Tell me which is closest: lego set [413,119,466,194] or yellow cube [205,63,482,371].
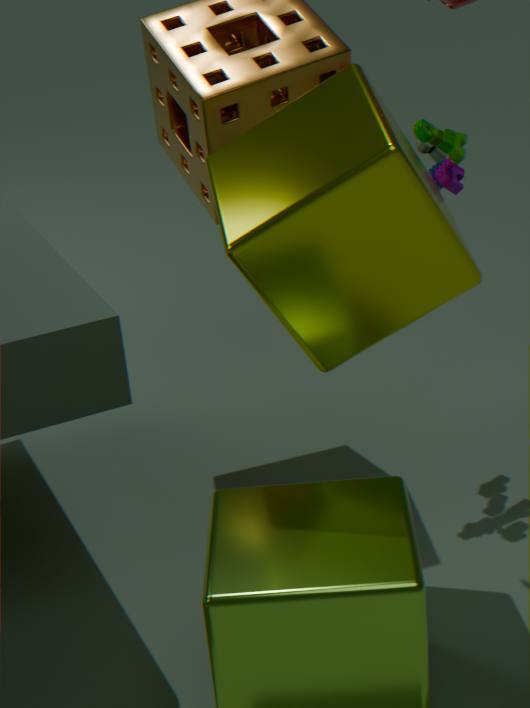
yellow cube [205,63,482,371]
